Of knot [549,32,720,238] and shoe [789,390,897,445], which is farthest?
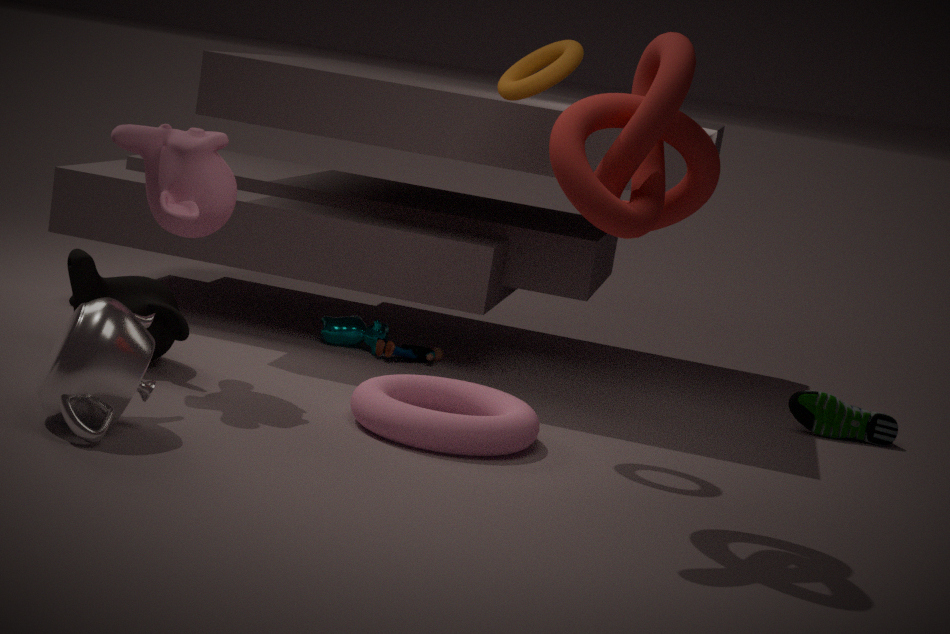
shoe [789,390,897,445]
